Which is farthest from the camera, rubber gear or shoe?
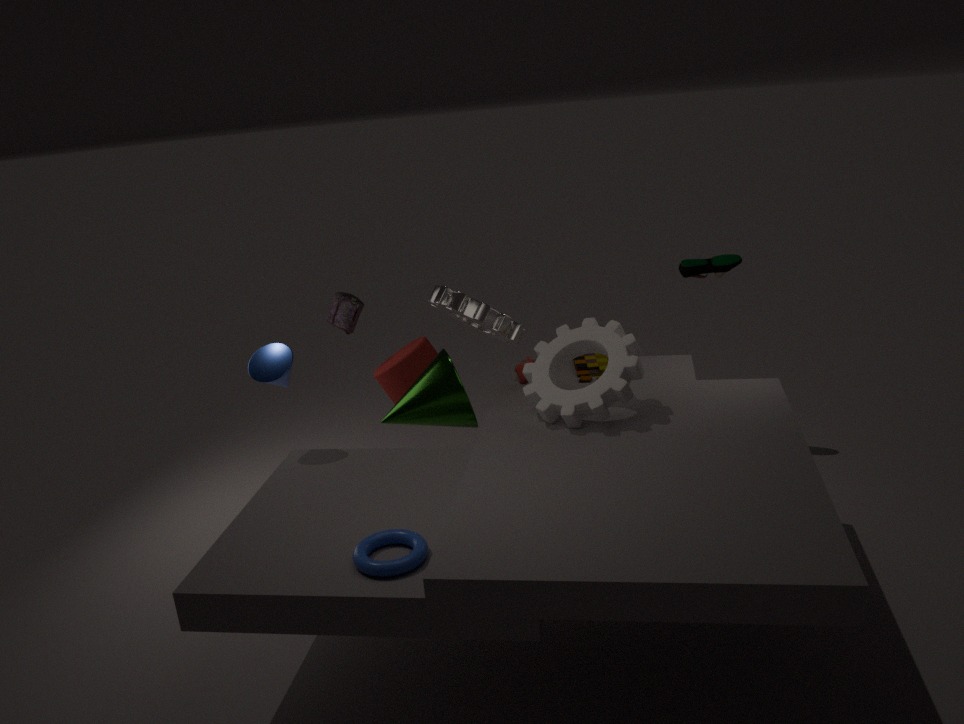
shoe
